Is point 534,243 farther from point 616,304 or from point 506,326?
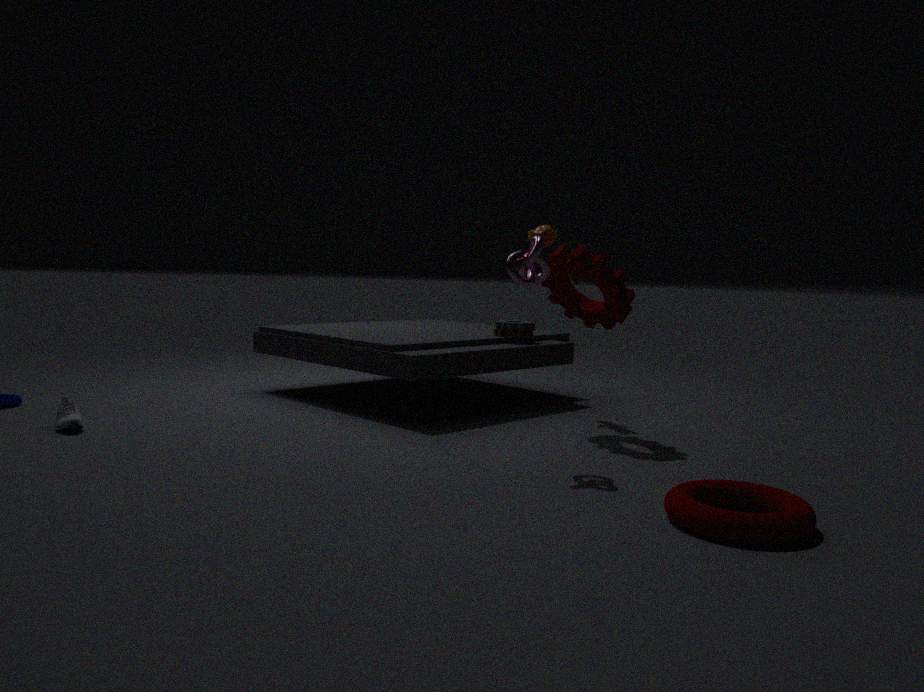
point 506,326
